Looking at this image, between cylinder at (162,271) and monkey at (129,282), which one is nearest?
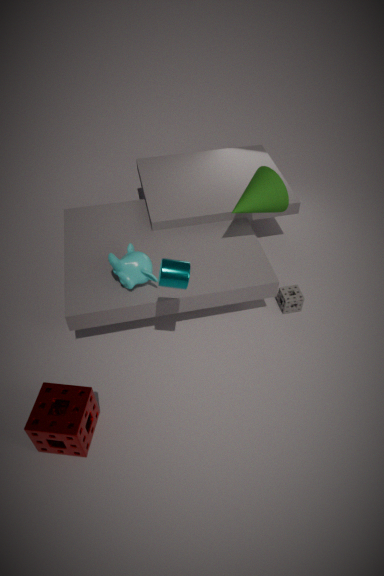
cylinder at (162,271)
